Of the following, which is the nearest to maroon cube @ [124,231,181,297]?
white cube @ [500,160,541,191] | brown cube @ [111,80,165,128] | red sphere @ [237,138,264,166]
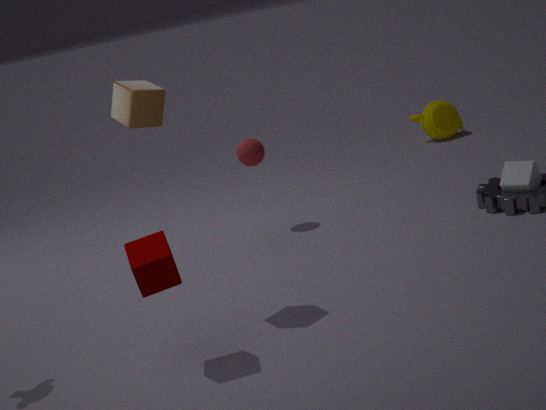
brown cube @ [111,80,165,128]
